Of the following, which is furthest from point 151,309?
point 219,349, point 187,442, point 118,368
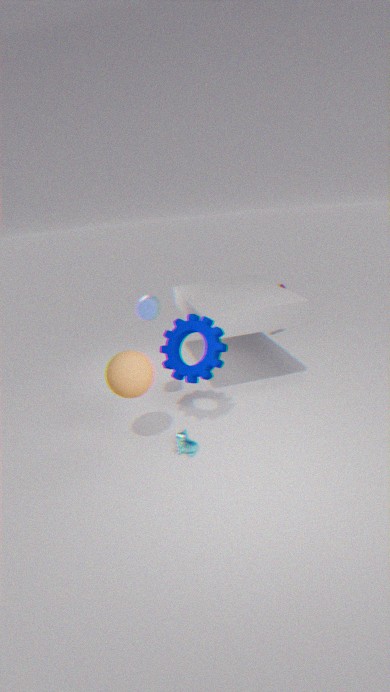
point 187,442
